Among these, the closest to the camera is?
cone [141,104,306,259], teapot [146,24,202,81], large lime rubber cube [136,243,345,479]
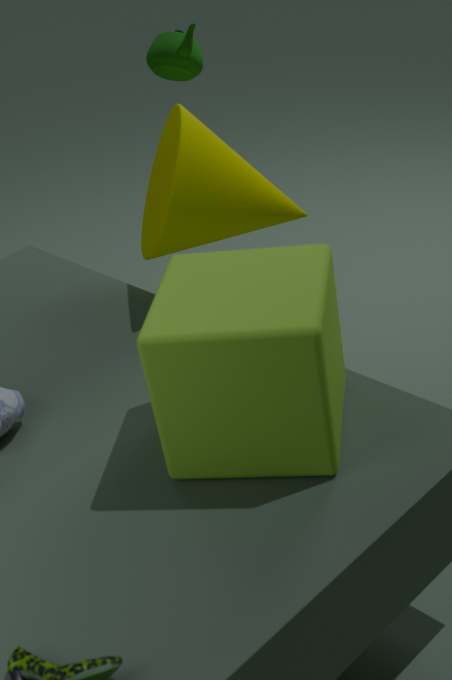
large lime rubber cube [136,243,345,479]
